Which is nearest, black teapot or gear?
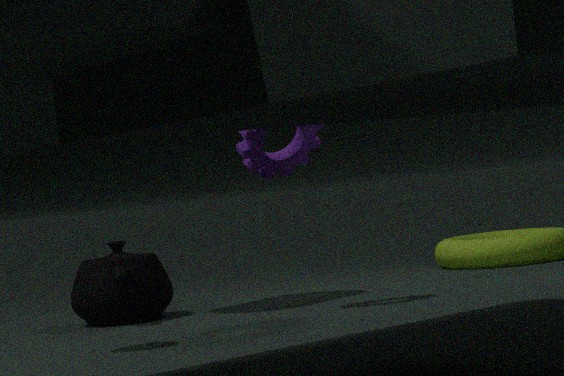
gear
